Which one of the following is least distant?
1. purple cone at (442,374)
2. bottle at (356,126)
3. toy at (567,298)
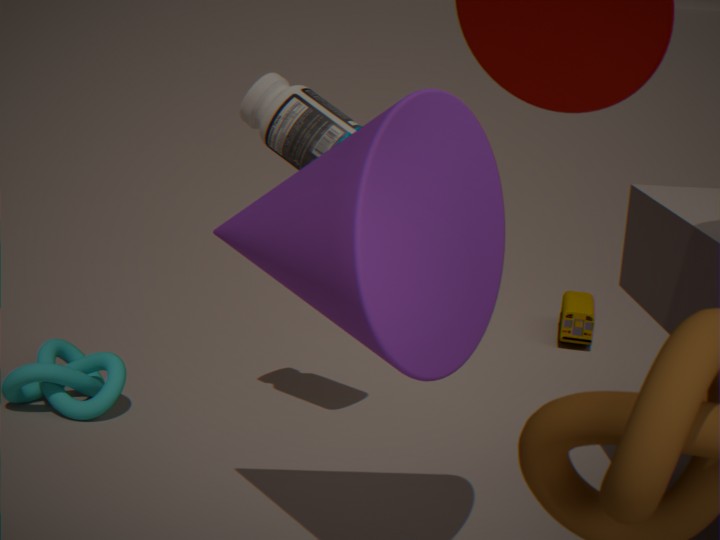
purple cone at (442,374)
